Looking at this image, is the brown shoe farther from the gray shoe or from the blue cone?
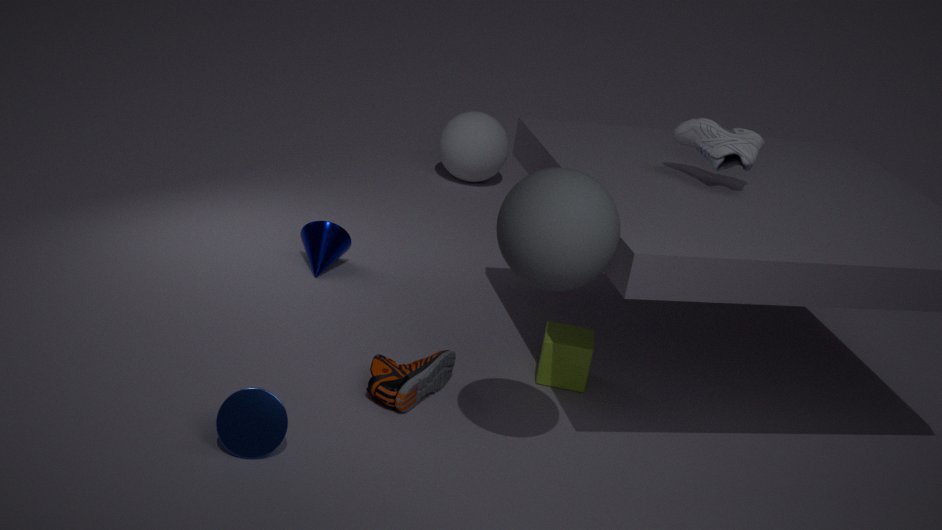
the gray shoe
